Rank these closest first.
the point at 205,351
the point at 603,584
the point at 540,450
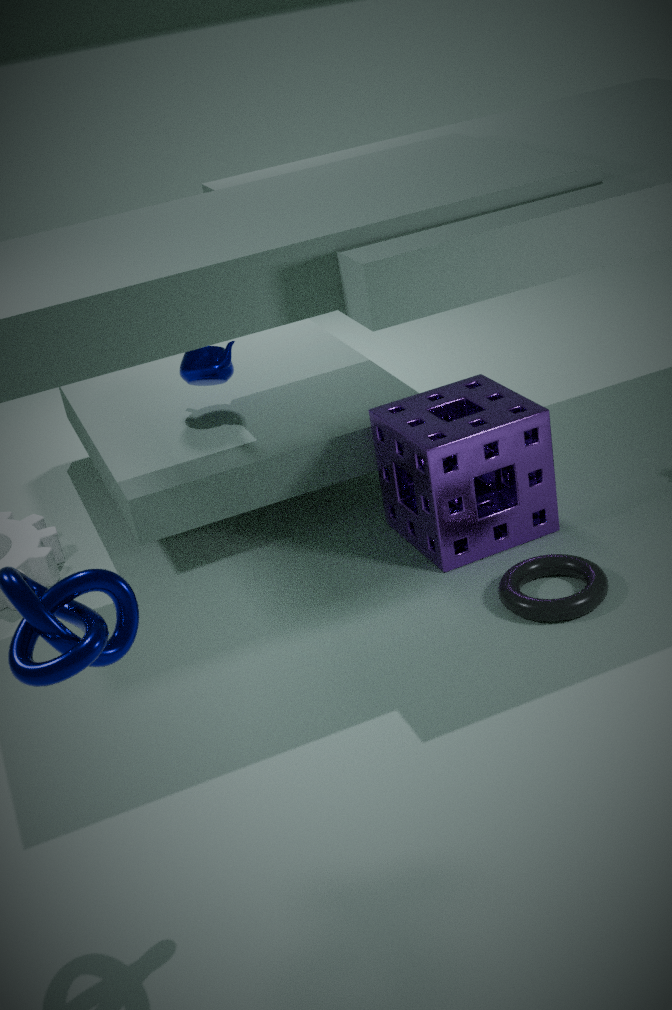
1. the point at 603,584
2. the point at 540,450
3. the point at 205,351
